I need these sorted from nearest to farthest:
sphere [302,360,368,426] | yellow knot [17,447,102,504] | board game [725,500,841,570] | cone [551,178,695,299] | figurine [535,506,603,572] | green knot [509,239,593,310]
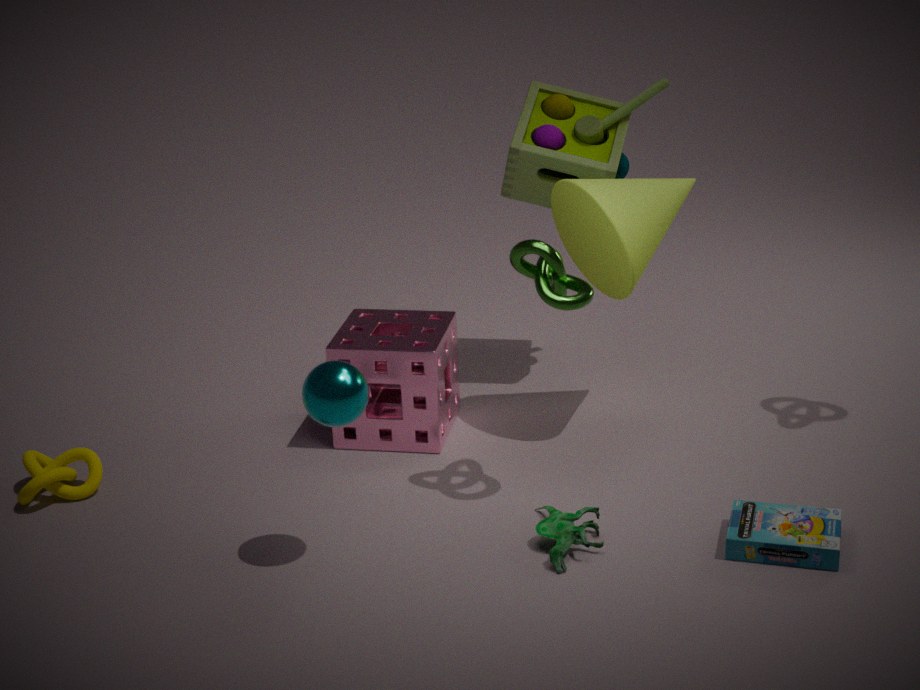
sphere [302,360,368,426]
board game [725,500,841,570]
figurine [535,506,603,572]
green knot [509,239,593,310]
yellow knot [17,447,102,504]
cone [551,178,695,299]
